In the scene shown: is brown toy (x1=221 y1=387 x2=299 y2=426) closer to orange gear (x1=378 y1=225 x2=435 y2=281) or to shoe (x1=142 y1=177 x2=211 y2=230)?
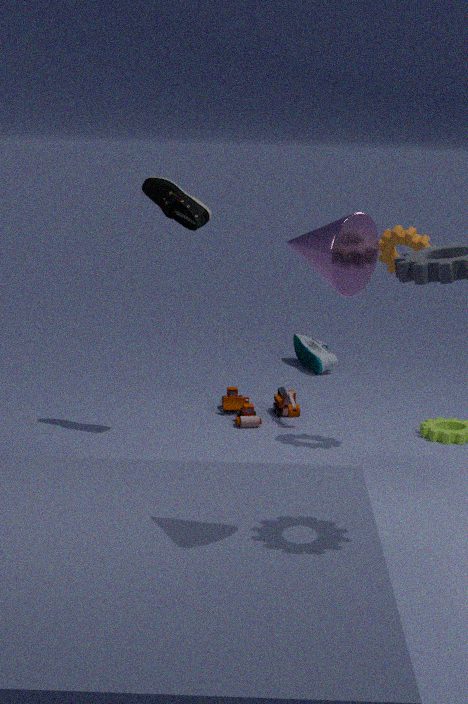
orange gear (x1=378 y1=225 x2=435 y2=281)
